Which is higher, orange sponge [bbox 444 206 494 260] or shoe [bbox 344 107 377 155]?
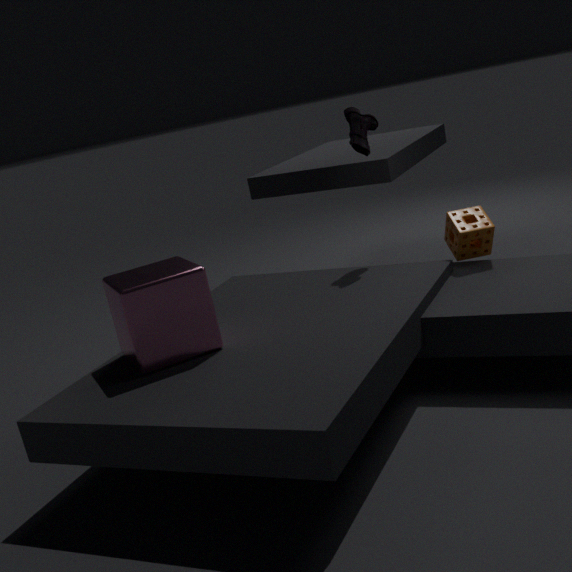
shoe [bbox 344 107 377 155]
